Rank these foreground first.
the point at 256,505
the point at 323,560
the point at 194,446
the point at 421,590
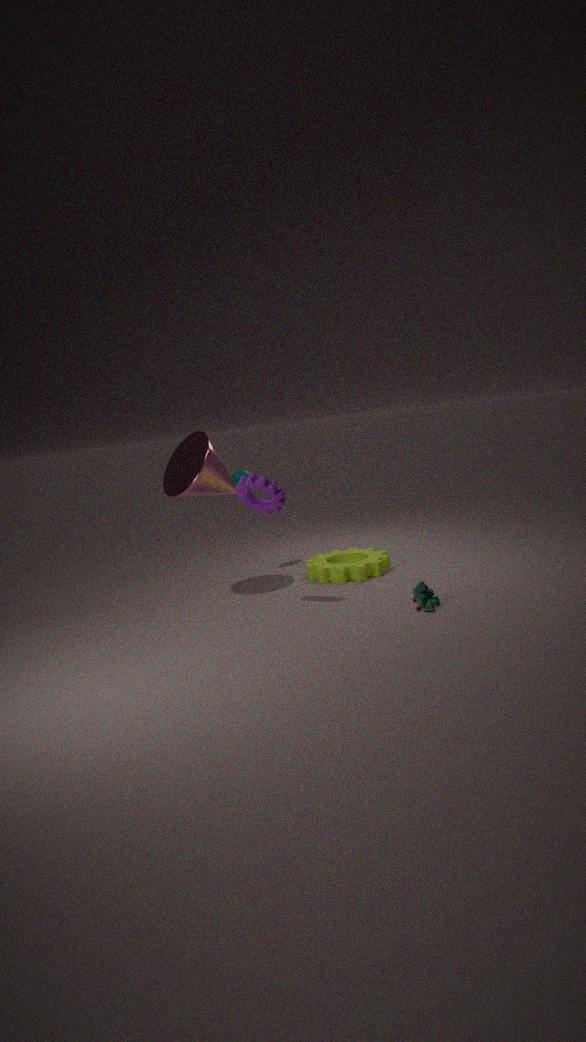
the point at 421,590 < the point at 256,505 < the point at 194,446 < the point at 323,560
